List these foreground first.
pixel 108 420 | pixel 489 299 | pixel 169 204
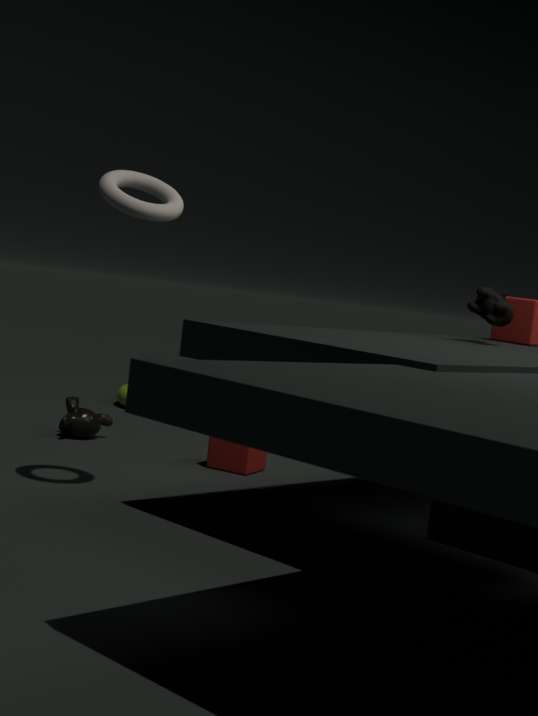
pixel 169 204, pixel 489 299, pixel 108 420
